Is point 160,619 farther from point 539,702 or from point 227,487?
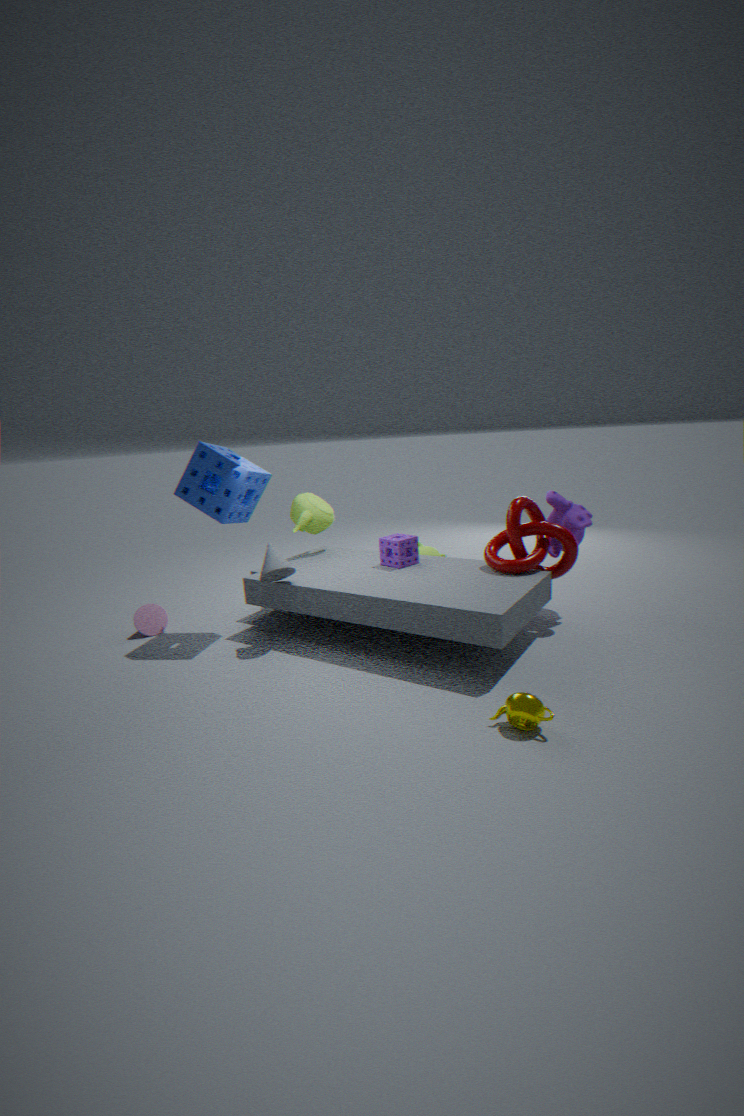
point 539,702
